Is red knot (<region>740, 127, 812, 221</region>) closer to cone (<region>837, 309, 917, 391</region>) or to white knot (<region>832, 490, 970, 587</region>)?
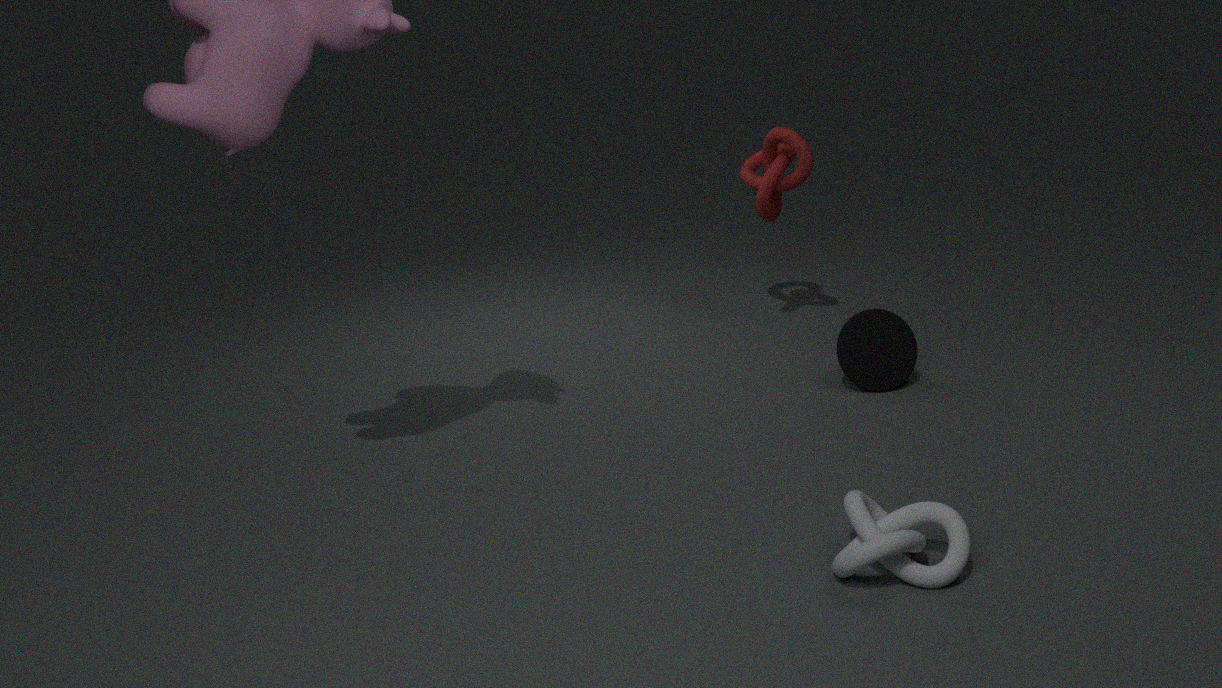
cone (<region>837, 309, 917, 391</region>)
